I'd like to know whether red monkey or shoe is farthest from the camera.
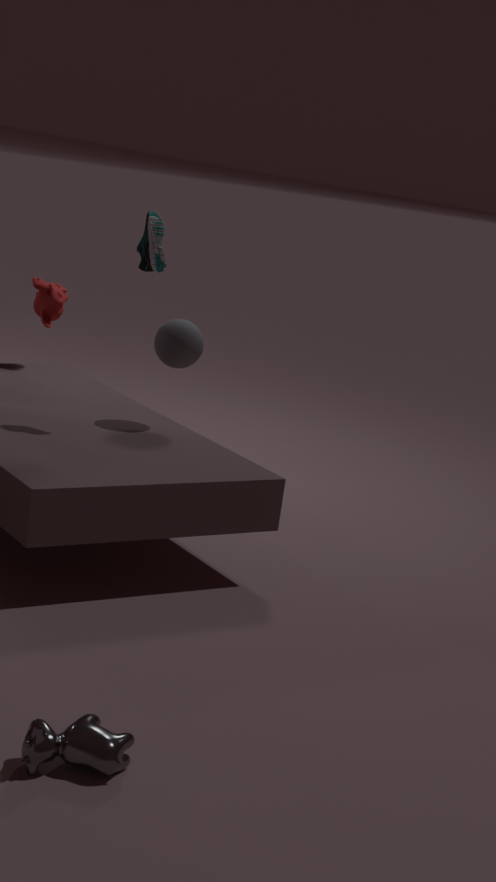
red monkey
